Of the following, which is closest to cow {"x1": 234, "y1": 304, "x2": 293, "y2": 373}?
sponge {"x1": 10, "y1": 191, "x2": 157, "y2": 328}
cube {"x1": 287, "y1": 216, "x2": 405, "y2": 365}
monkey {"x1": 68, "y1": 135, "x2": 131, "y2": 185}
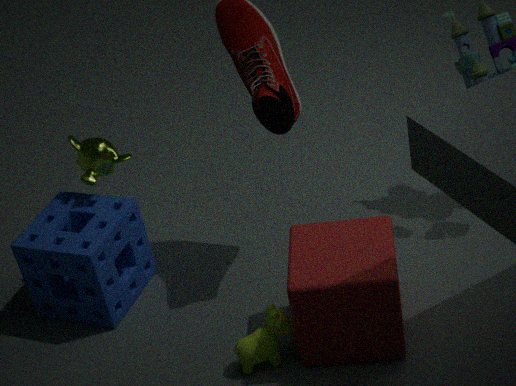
cube {"x1": 287, "y1": 216, "x2": 405, "y2": 365}
